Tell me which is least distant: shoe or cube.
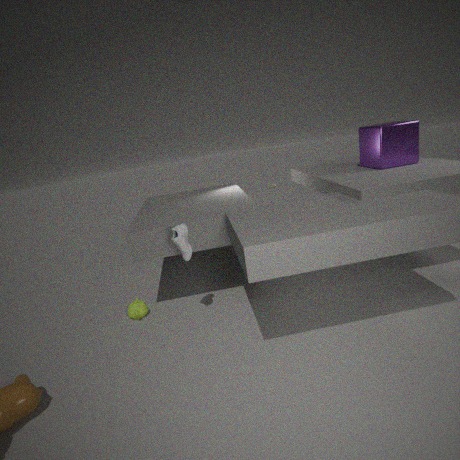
shoe
